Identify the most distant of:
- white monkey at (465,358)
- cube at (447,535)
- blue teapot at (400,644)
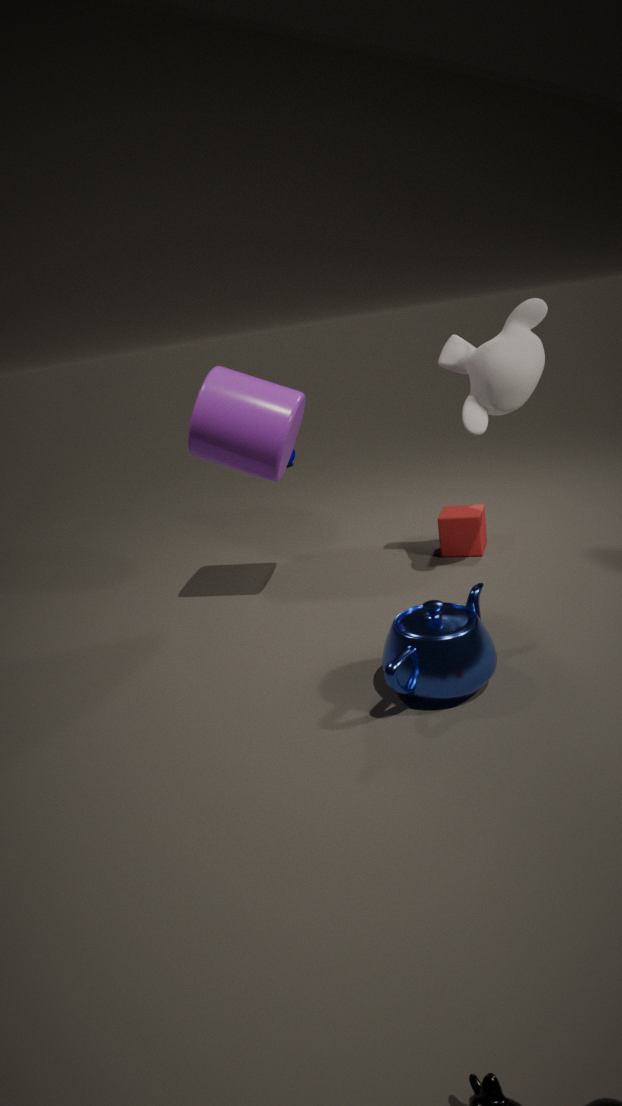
cube at (447,535)
